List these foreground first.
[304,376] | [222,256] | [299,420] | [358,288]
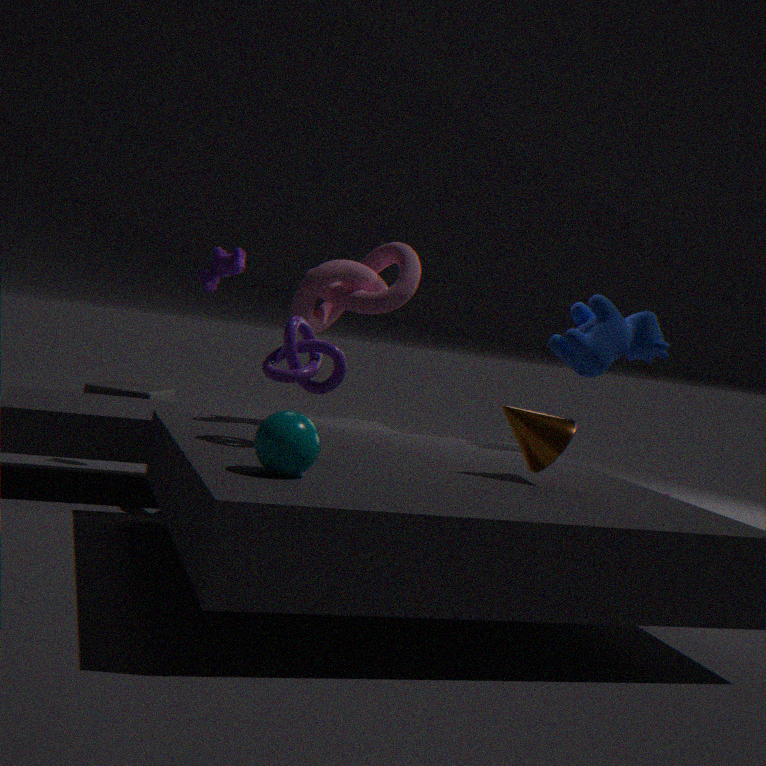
[299,420] → [304,376] → [358,288] → [222,256]
